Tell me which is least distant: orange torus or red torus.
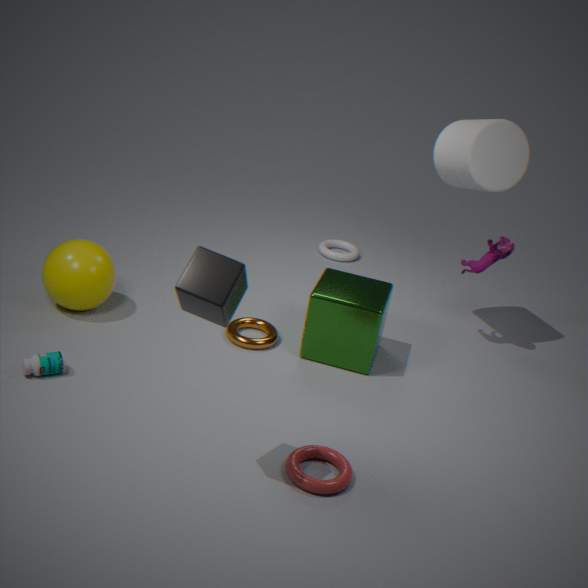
red torus
